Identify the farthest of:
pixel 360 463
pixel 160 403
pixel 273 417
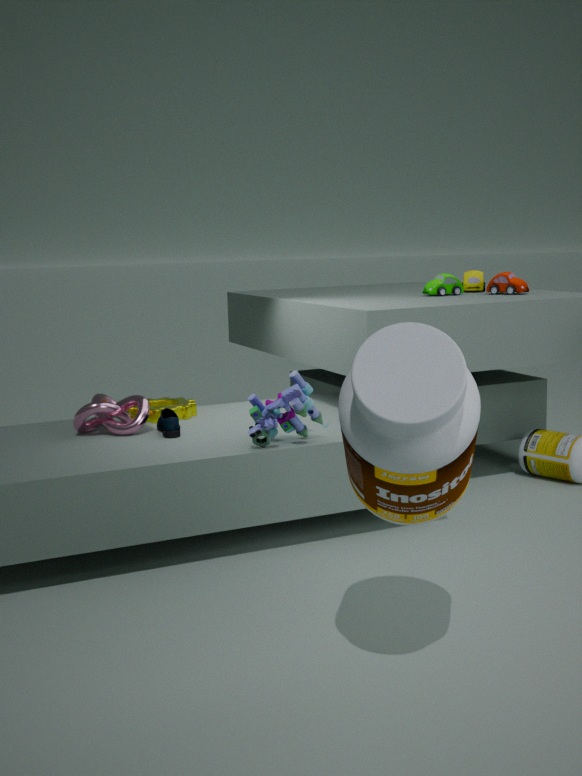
pixel 160 403
